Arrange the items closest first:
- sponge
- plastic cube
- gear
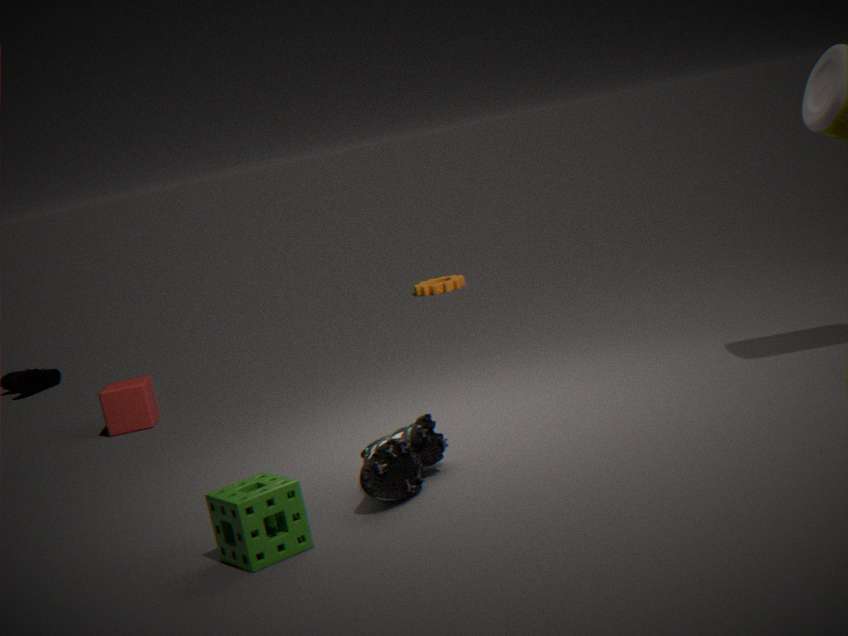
1. sponge
2. plastic cube
3. gear
